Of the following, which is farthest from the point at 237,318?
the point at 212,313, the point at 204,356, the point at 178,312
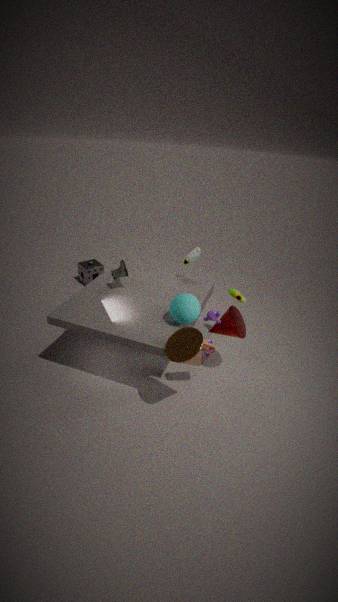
the point at 178,312
